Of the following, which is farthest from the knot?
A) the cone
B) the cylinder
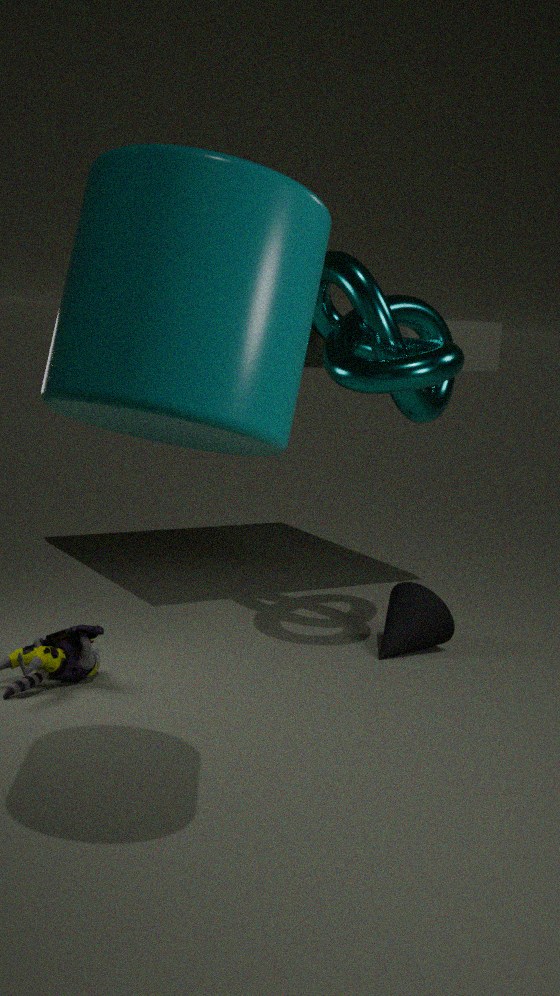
the cylinder
